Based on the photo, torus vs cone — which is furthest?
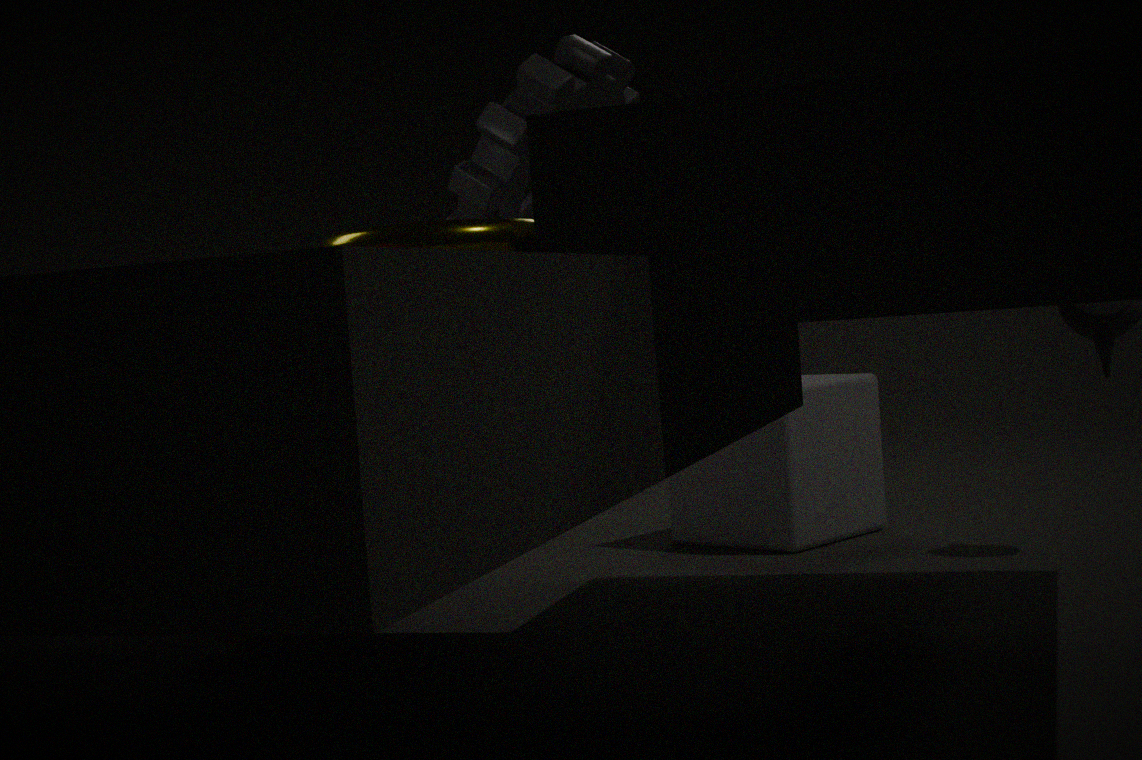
cone
